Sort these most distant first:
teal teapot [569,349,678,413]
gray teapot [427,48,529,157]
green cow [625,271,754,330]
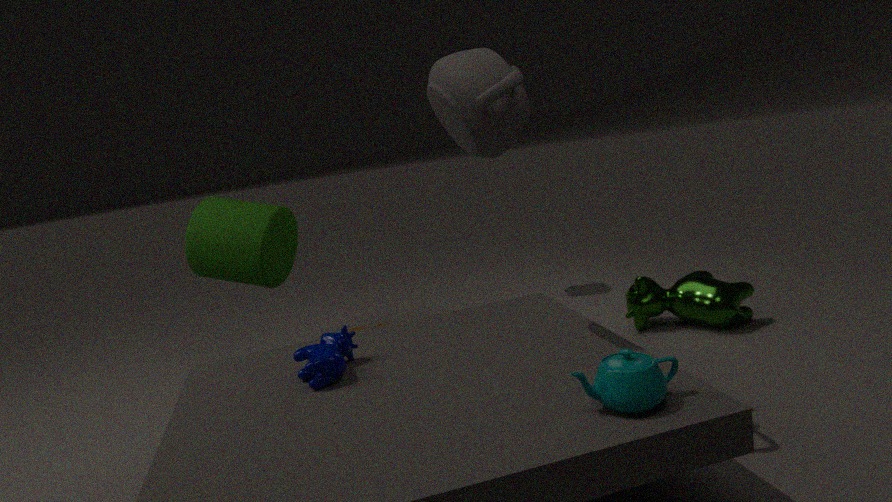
green cow [625,271,754,330] → gray teapot [427,48,529,157] → teal teapot [569,349,678,413]
